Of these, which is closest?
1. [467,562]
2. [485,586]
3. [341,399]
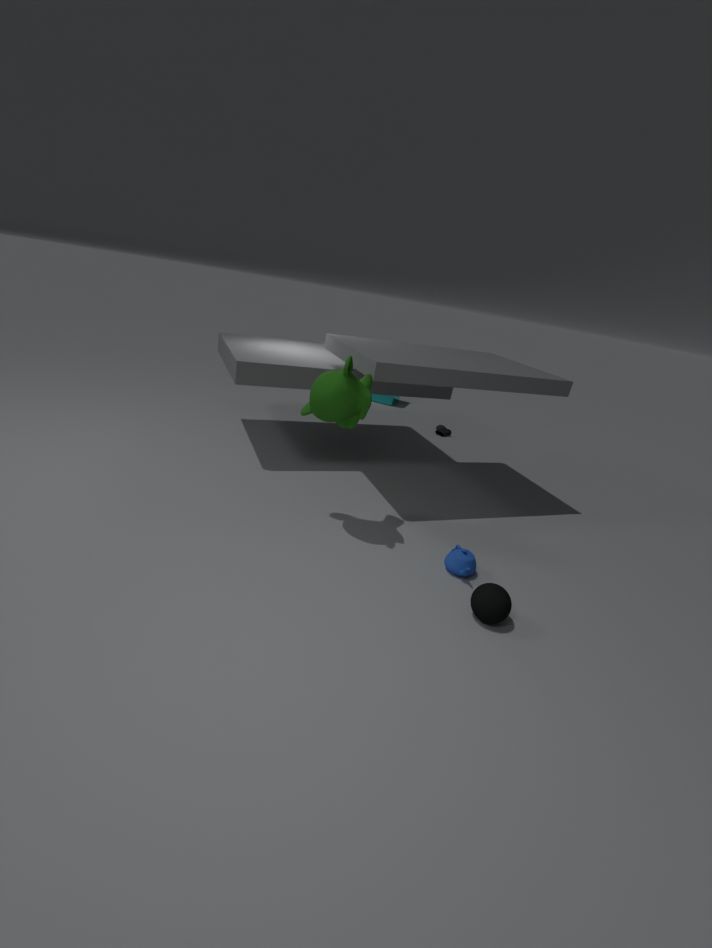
[485,586]
